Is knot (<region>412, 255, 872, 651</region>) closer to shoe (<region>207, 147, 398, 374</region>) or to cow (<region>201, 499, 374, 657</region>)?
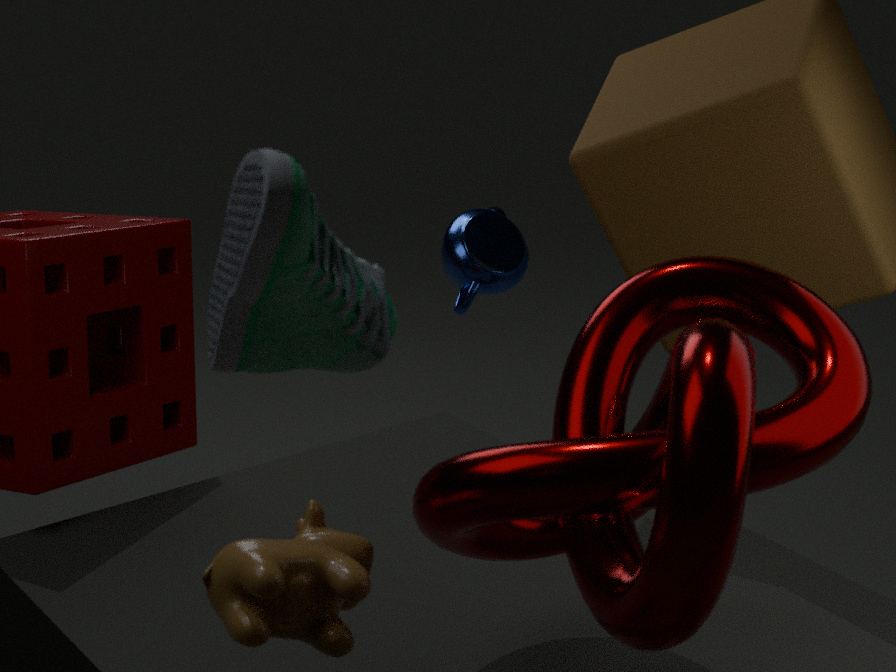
cow (<region>201, 499, 374, 657</region>)
